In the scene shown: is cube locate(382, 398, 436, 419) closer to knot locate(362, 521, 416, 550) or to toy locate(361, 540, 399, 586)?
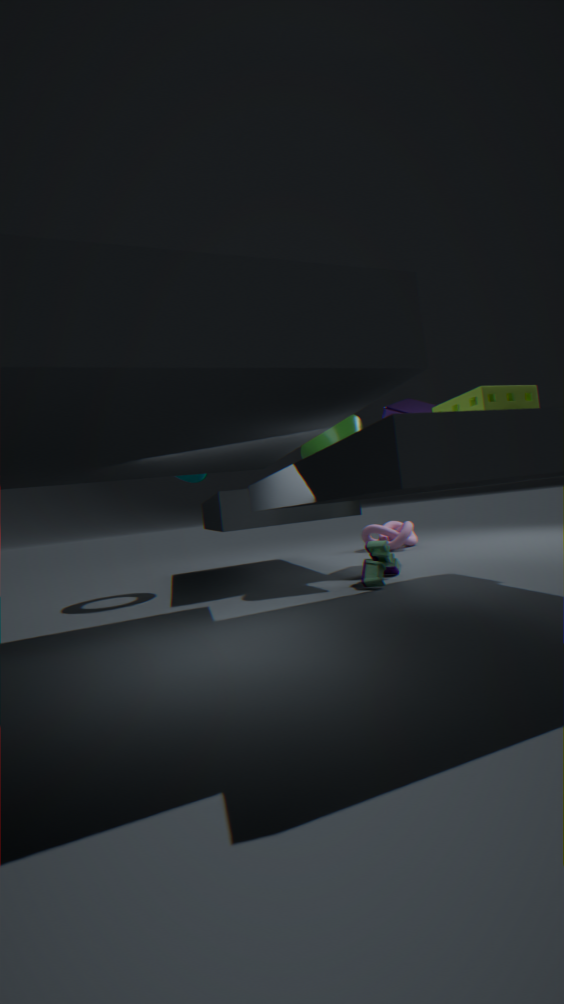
toy locate(361, 540, 399, 586)
